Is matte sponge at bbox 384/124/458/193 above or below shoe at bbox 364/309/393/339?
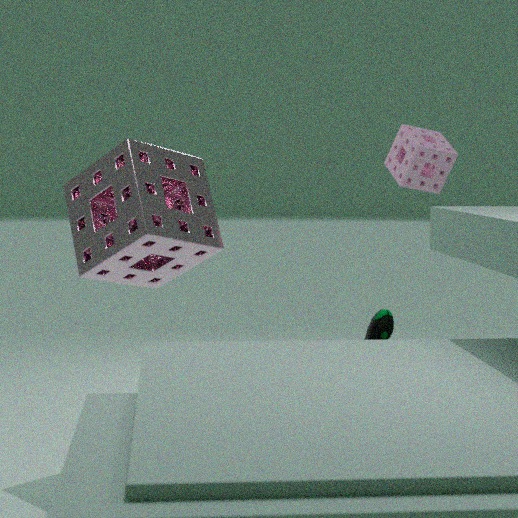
above
